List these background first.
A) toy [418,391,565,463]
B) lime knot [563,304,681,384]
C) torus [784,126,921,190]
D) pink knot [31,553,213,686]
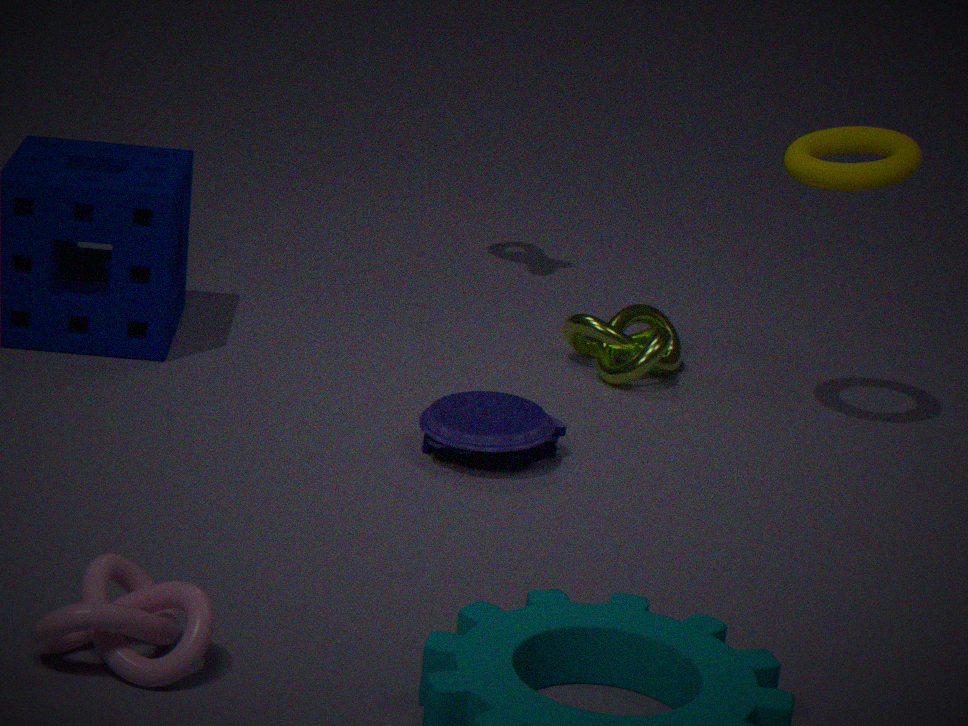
lime knot [563,304,681,384] < torus [784,126,921,190] < toy [418,391,565,463] < pink knot [31,553,213,686]
